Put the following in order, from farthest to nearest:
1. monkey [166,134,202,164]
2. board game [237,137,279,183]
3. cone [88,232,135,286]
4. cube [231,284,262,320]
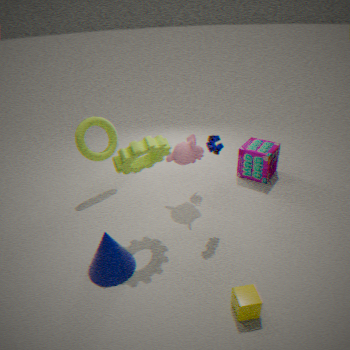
board game [237,137,279,183] → monkey [166,134,202,164] → cone [88,232,135,286] → cube [231,284,262,320]
